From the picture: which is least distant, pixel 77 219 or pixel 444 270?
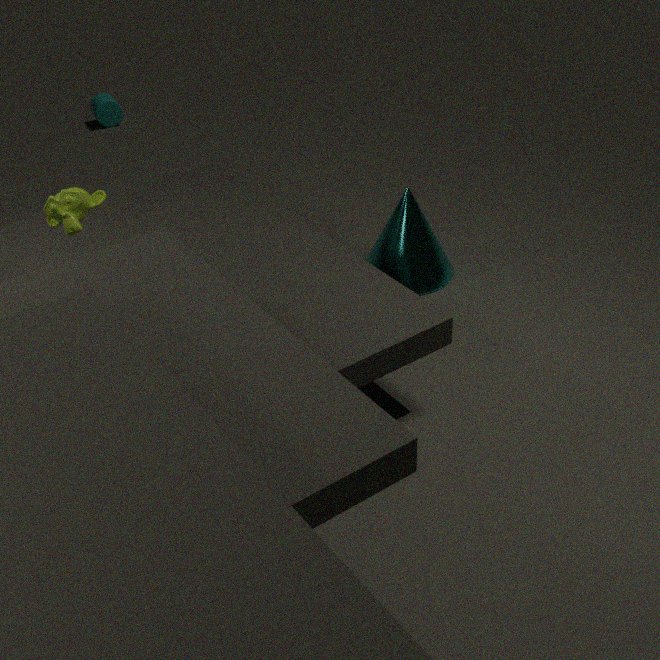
pixel 77 219
